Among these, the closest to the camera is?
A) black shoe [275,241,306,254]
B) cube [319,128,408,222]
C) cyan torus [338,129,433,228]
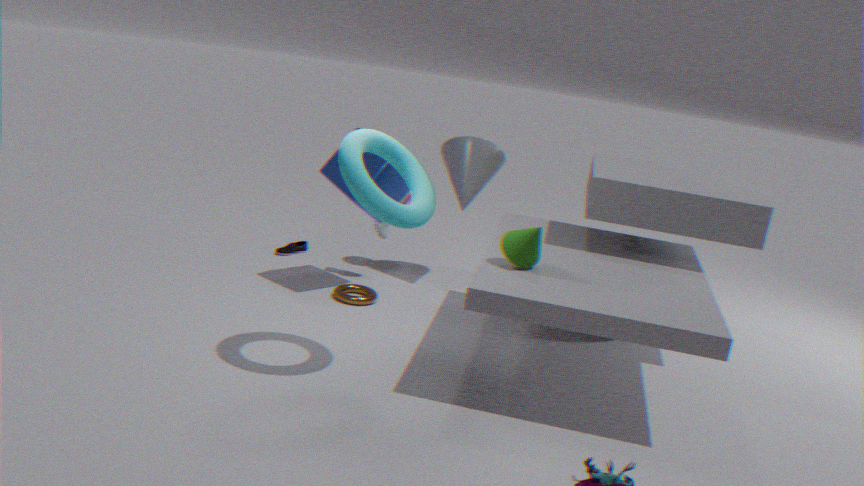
cyan torus [338,129,433,228]
